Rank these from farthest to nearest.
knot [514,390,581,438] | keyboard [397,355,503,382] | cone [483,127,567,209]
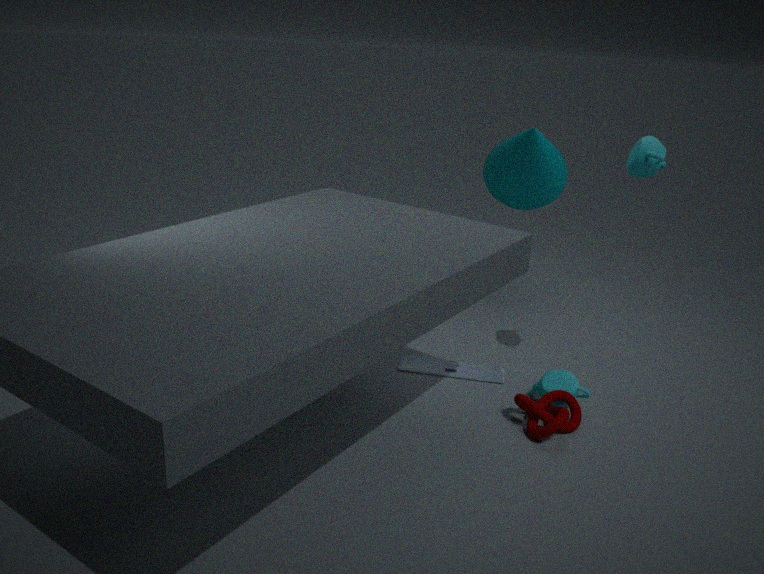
1. cone [483,127,567,209]
2. keyboard [397,355,503,382]
3. knot [514,390,581,438]
